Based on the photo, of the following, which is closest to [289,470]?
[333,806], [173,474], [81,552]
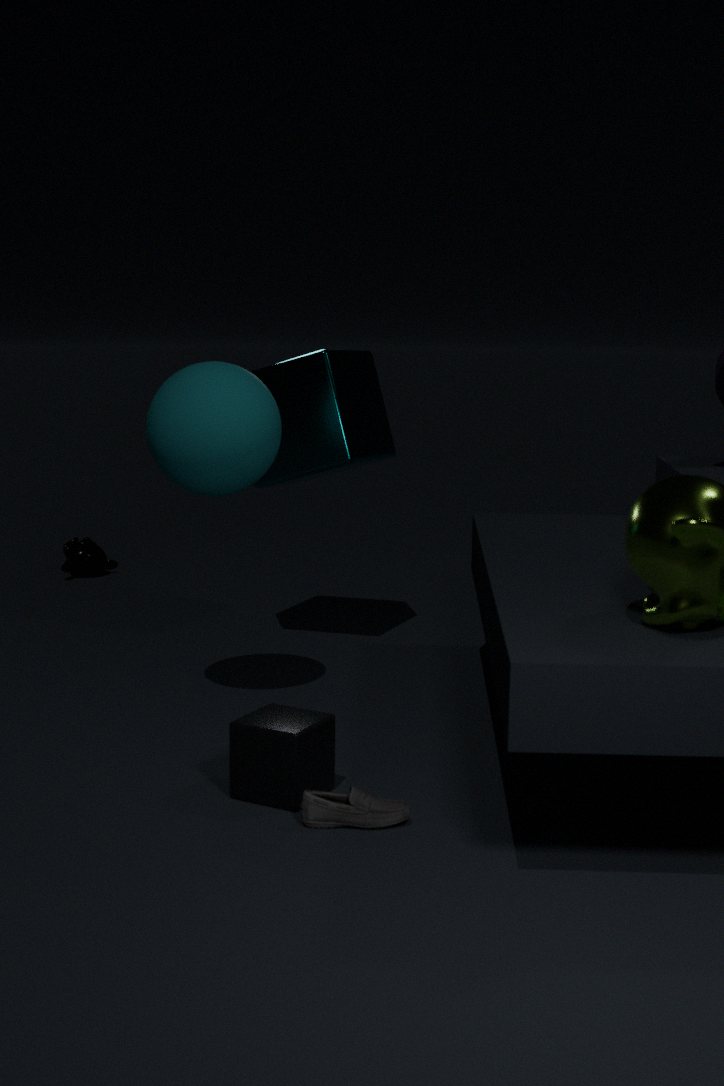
[173,474]
